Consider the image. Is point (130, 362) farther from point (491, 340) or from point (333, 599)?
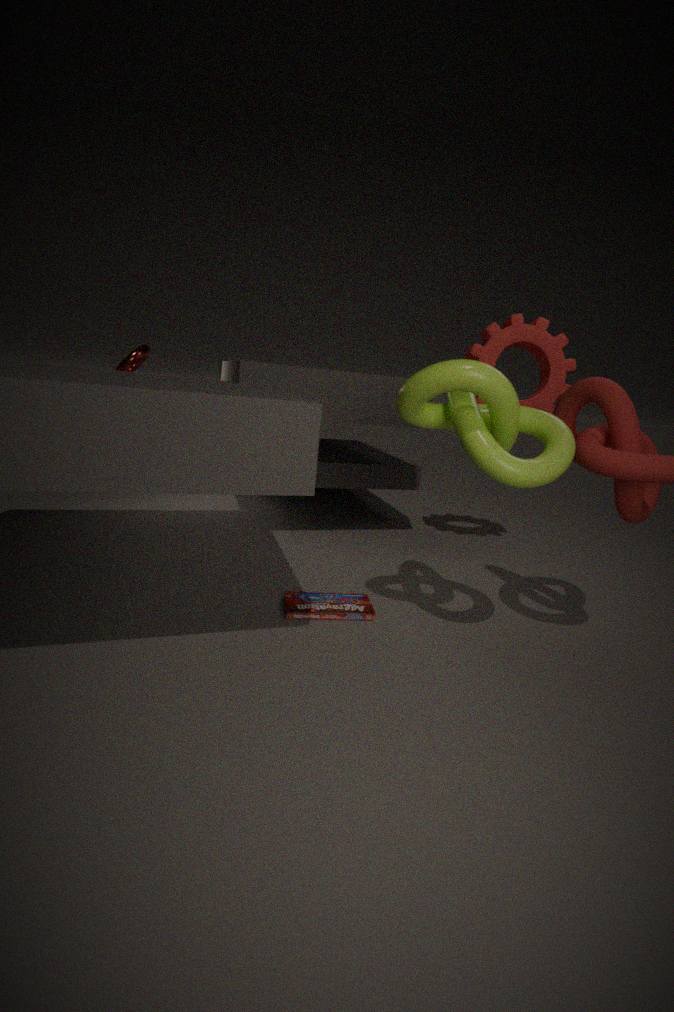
point (491, 340)
